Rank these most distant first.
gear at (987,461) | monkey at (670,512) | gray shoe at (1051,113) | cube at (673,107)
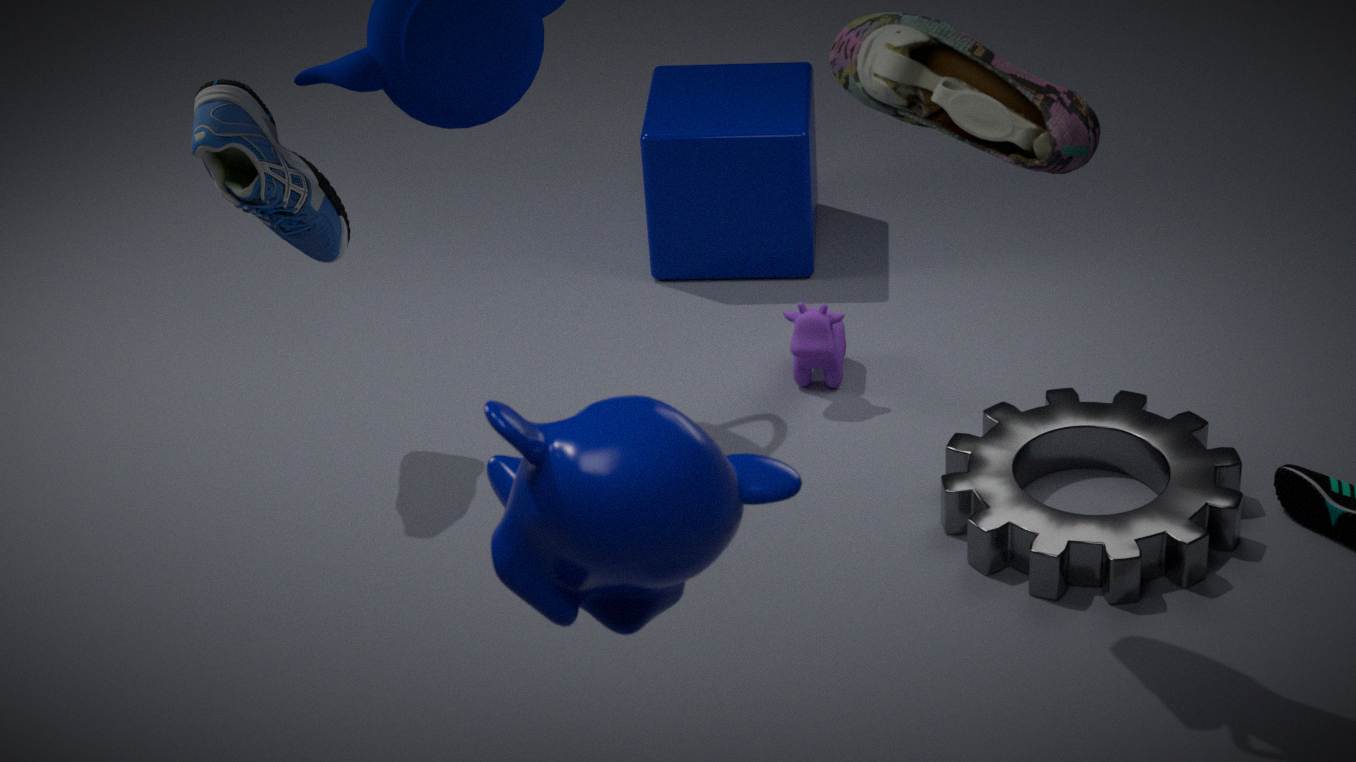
cube at (673,107)
gear at (987,461)
gray shoe at (1051,113)
monkey at (670,512)
